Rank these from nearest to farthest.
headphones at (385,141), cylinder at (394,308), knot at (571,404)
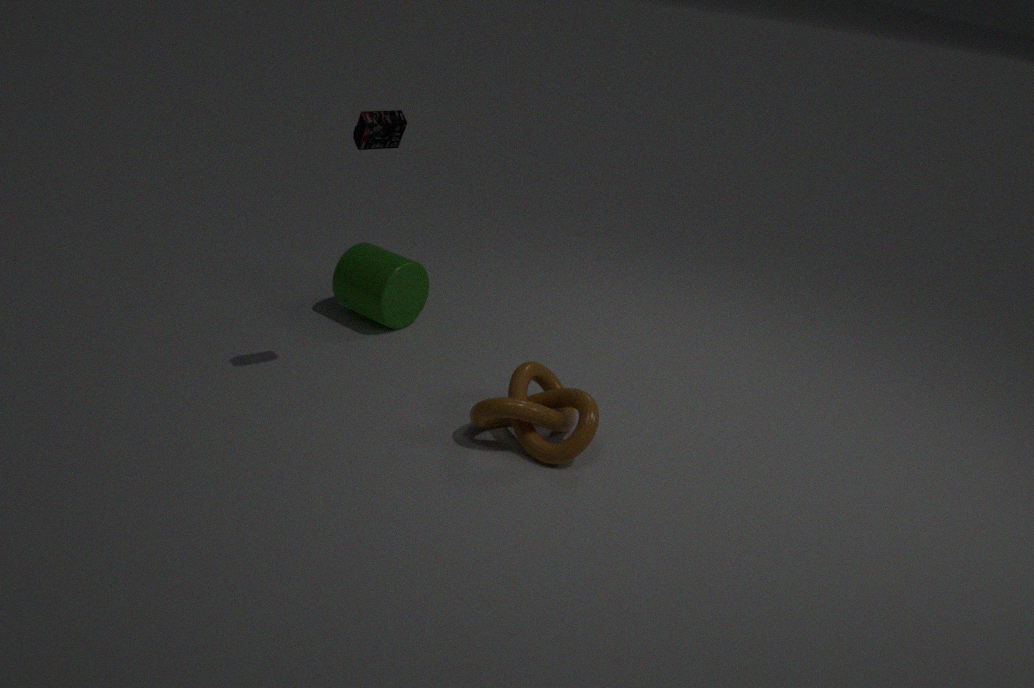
headphones at (385,141) → knot at (571,404) → cylinder at (394,308)
